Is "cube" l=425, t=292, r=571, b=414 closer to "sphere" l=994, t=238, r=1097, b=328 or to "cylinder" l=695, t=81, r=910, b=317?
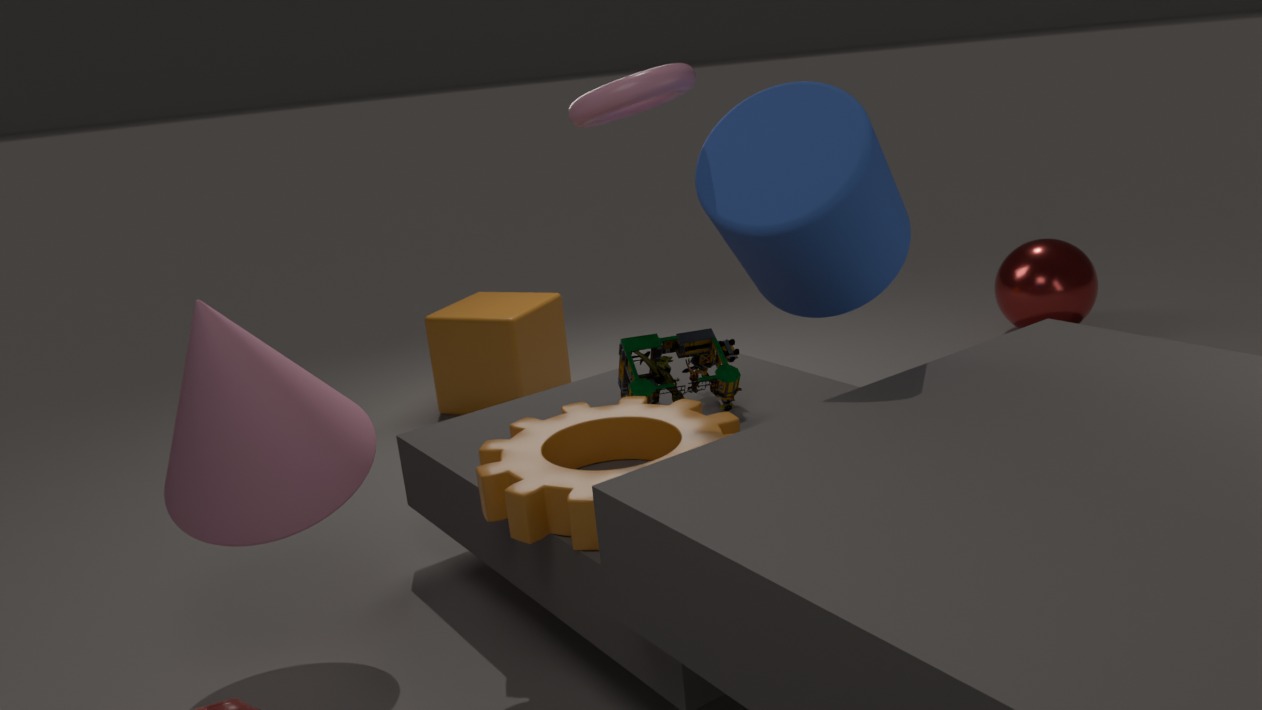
"cylinder" l=695, t=81, r=910, b=317
